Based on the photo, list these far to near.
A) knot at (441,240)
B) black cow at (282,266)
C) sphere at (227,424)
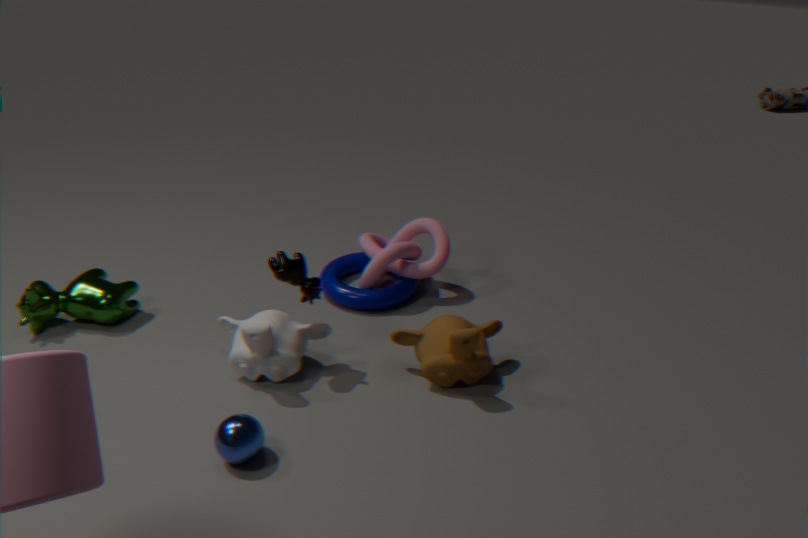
knot at (441,240) → black cow at (282,266) → sphere at (227,424)
